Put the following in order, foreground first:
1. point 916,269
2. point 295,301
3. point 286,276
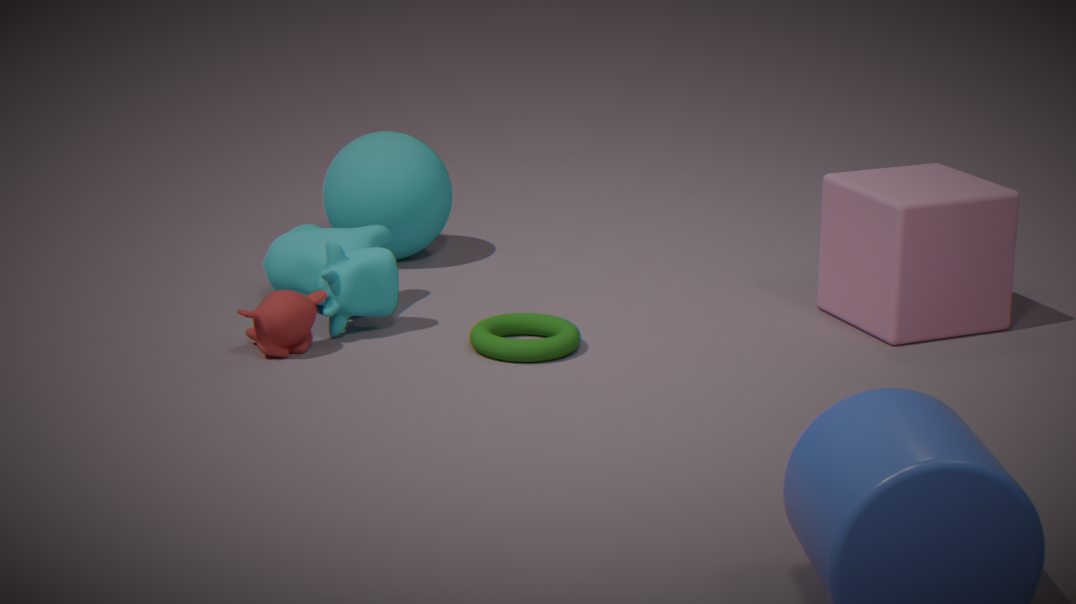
1. point 295,301
2. point 916,269
3. point 286,276
